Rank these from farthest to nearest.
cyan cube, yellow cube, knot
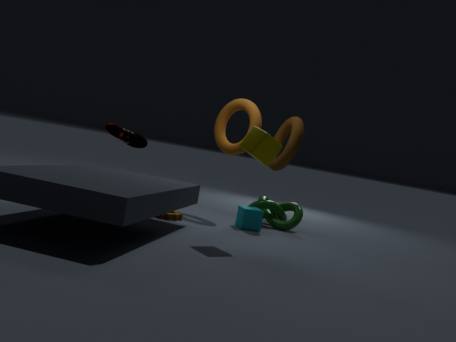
knot < cyan cube < yellow cube
